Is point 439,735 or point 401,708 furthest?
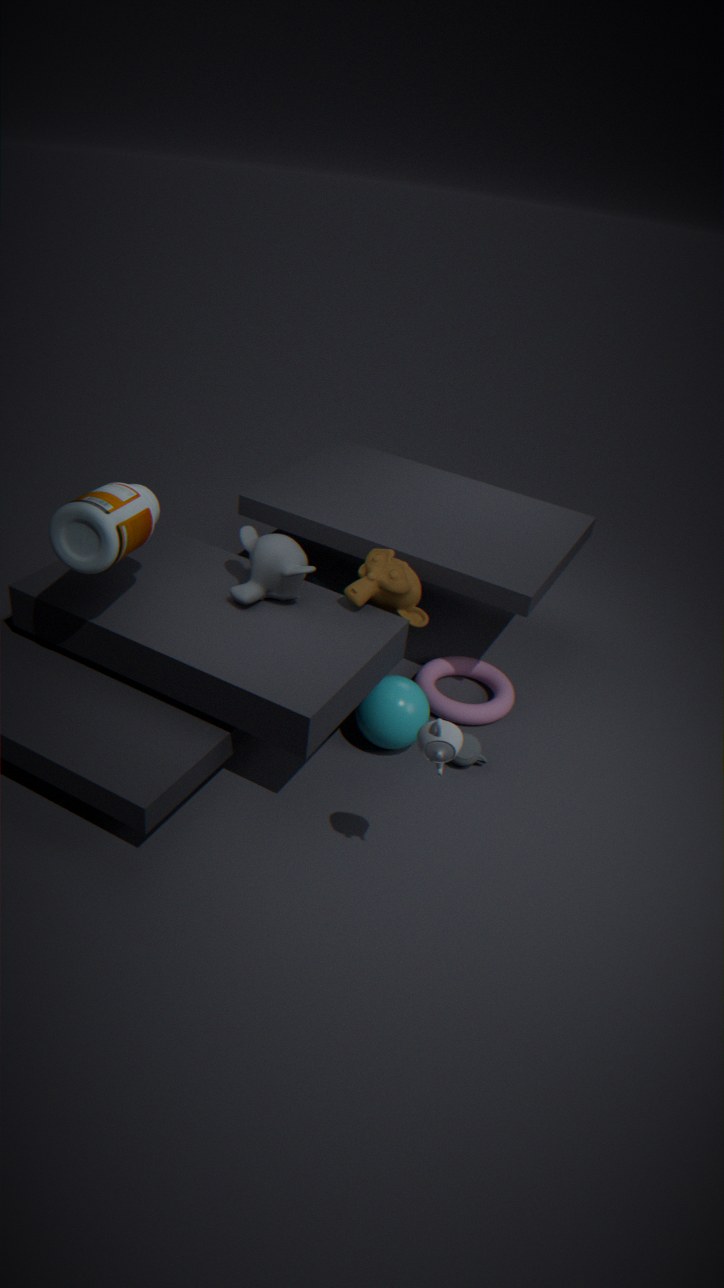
point 401,708
